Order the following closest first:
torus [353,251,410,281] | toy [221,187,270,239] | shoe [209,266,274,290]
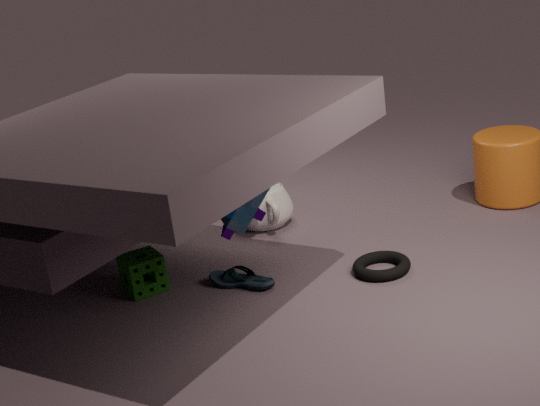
toy [221,187,270,239], torus [353,251,410,281], shoe [209,266,274,290]
